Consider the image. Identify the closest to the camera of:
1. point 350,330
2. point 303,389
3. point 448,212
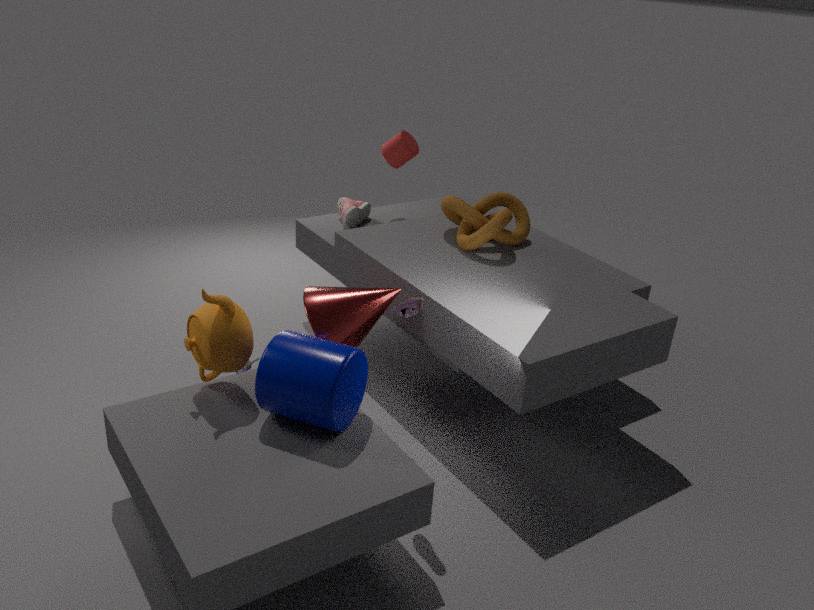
point 303,389
